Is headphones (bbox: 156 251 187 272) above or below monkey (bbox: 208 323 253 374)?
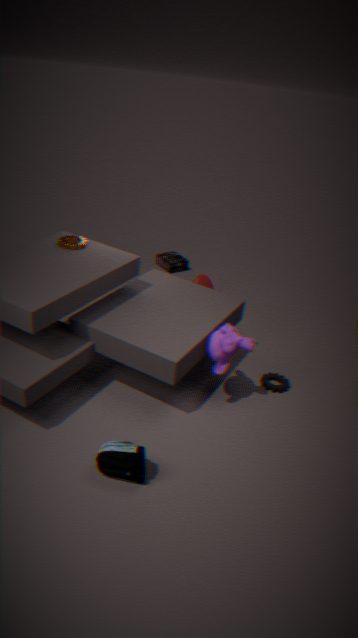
below
